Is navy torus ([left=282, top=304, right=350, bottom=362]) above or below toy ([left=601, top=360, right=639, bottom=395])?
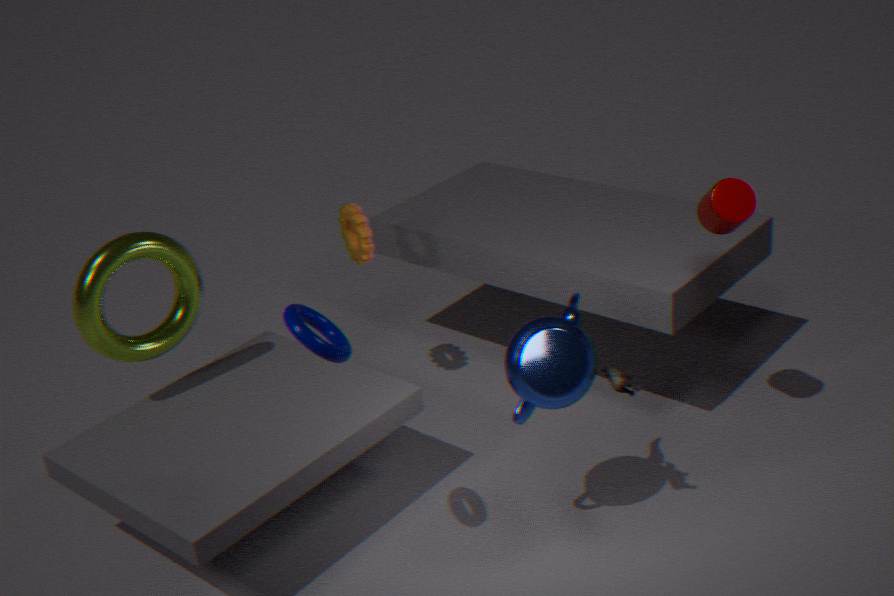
above
